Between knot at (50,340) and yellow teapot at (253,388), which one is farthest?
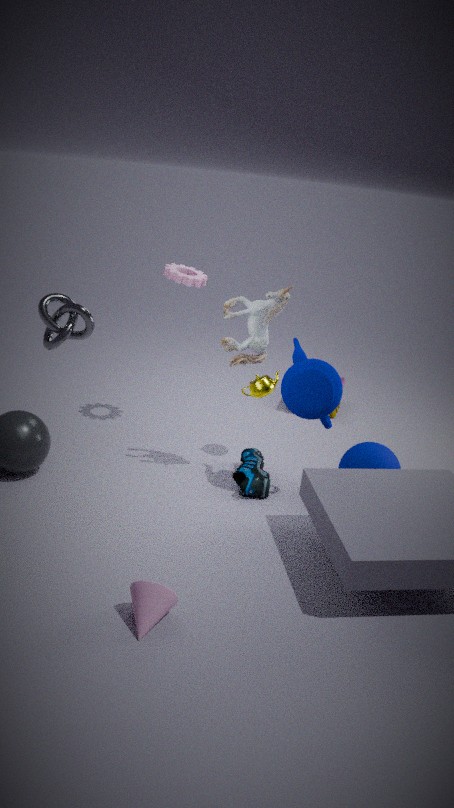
yellow teapot at (253,388)
